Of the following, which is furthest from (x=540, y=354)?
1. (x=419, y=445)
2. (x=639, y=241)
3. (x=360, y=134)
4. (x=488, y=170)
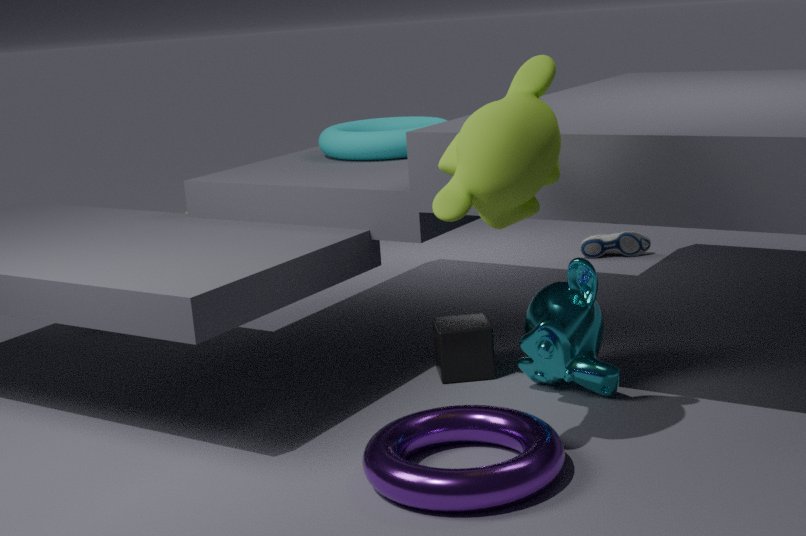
(x=639, y=241)
